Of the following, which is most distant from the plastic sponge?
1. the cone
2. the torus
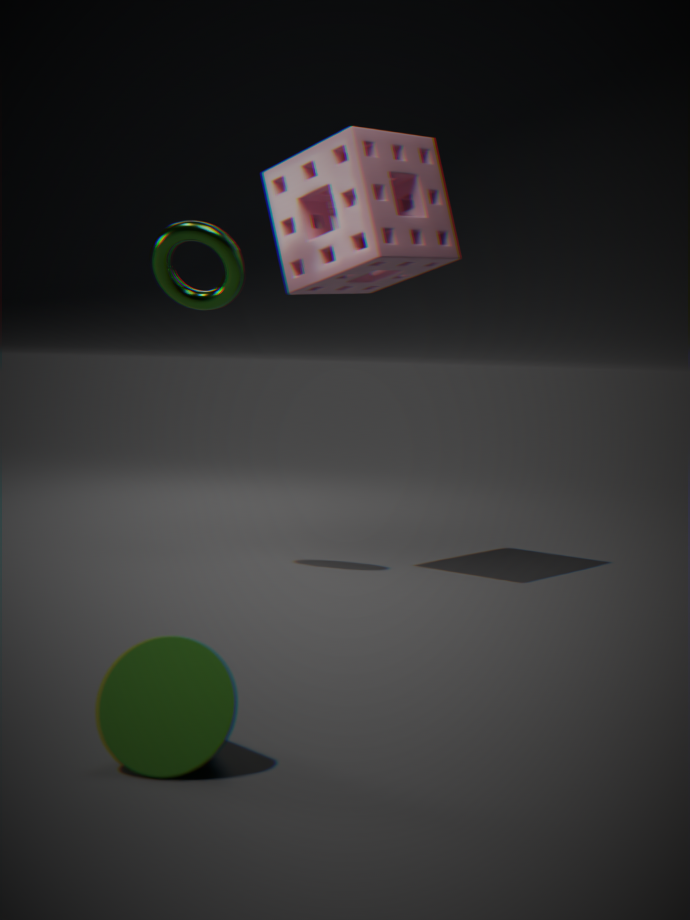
the cone
